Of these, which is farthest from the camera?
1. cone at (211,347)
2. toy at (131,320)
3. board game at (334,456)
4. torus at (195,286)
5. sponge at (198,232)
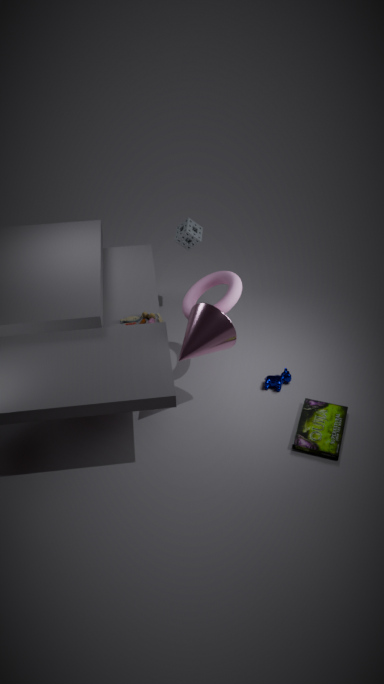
sponge at (198,232)
